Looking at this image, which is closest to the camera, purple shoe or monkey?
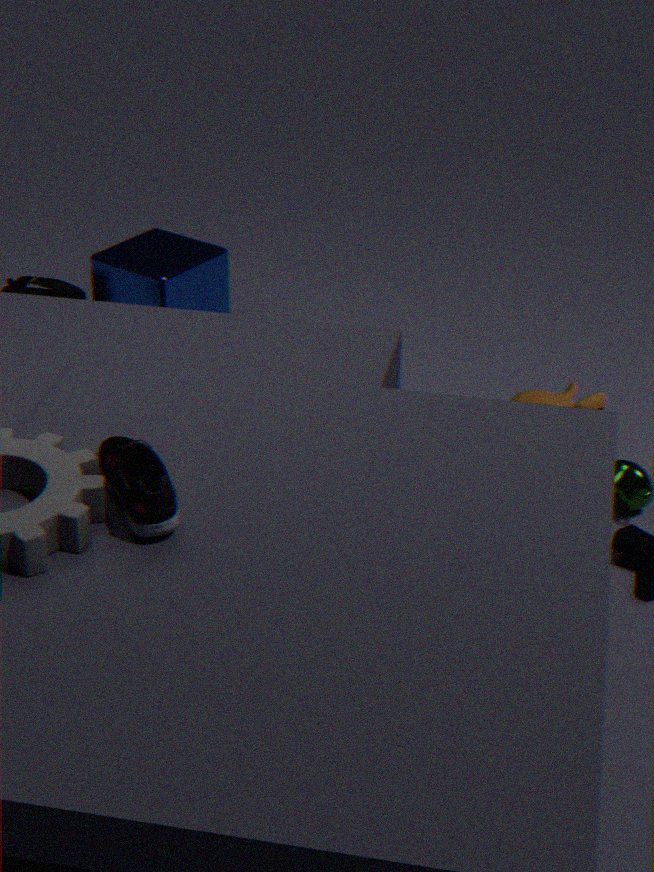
purple shoe
